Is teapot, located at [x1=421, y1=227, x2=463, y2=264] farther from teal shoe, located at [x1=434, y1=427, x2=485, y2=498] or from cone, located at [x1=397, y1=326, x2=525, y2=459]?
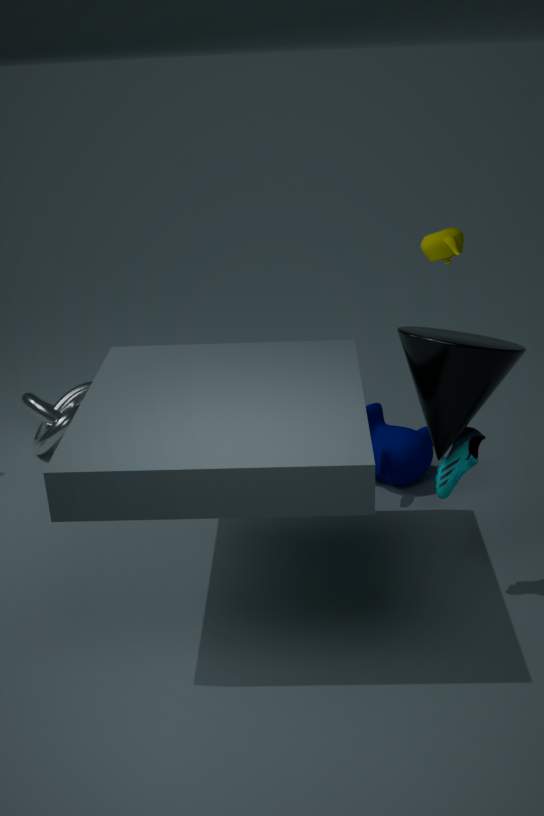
teal shoe, located at [x1=434, y1=427, x2=485, y2=498]
